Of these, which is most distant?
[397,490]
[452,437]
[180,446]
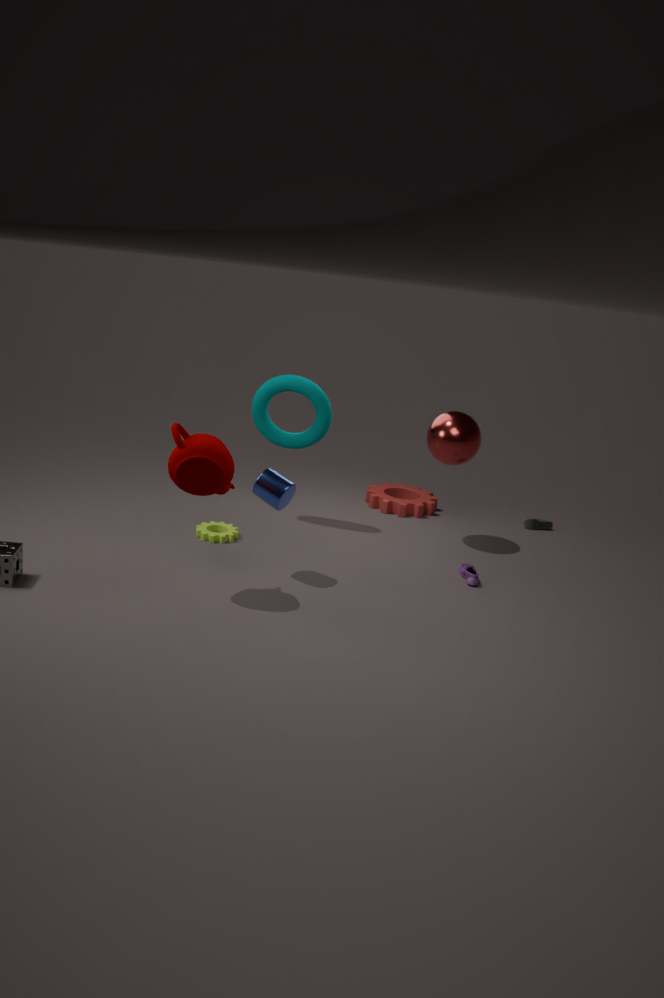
[397,490]
